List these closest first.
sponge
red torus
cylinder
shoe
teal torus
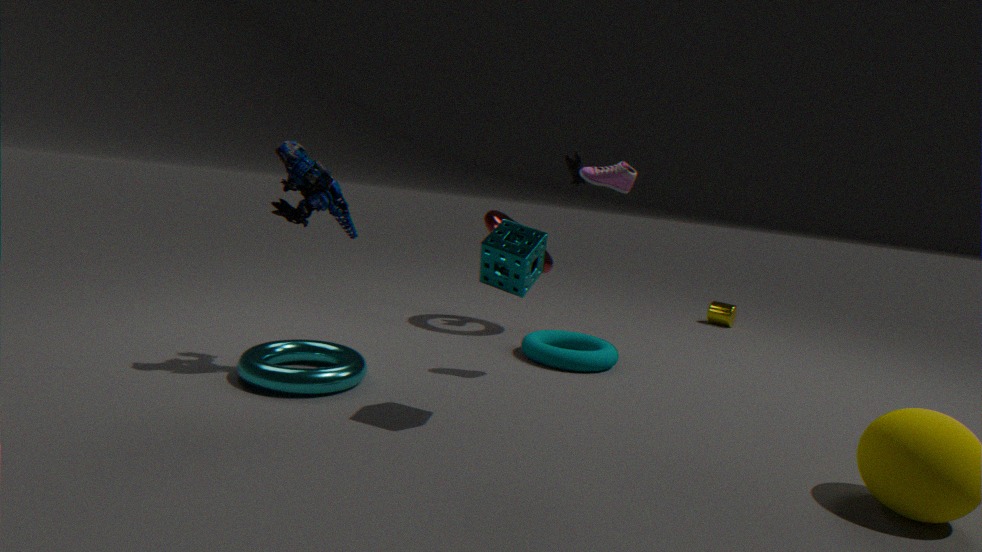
sponge, shoe, teal torus, red torus, cylinder
